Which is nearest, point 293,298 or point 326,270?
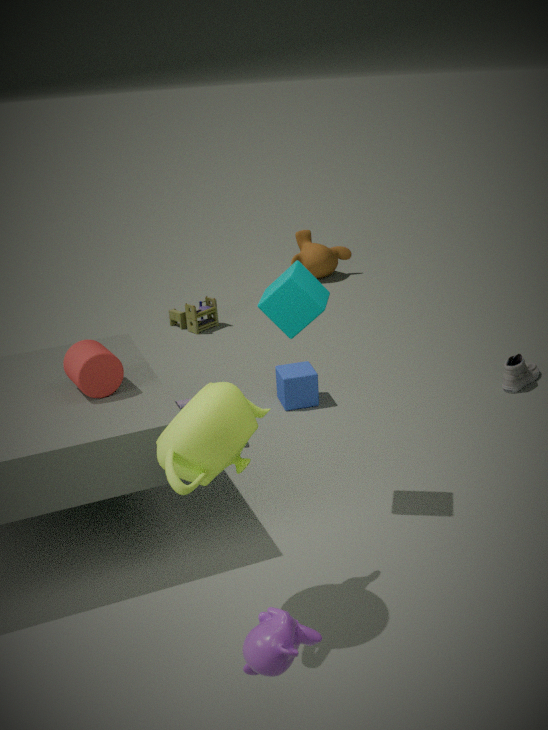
point 293,298
